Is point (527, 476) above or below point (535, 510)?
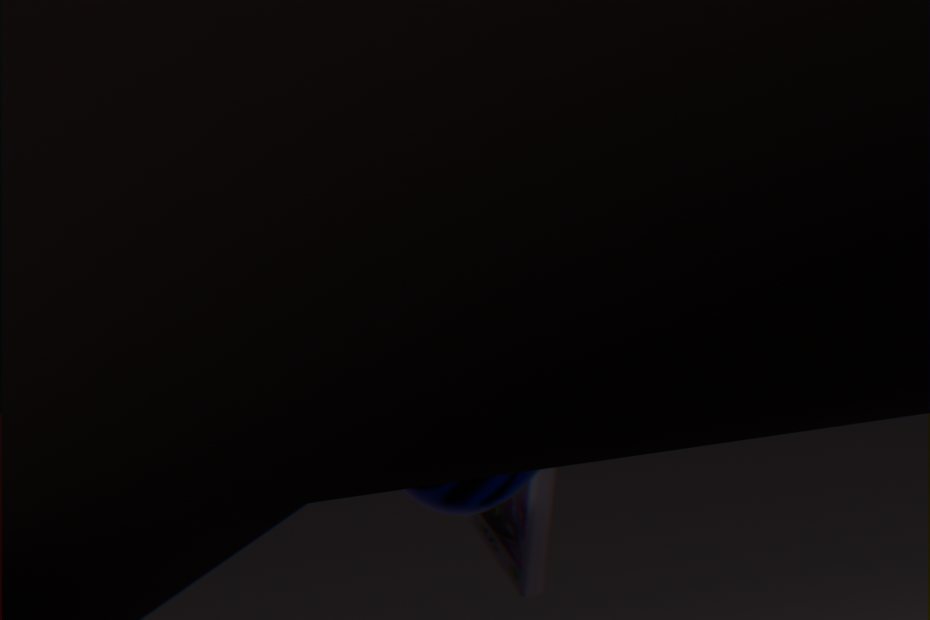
above
